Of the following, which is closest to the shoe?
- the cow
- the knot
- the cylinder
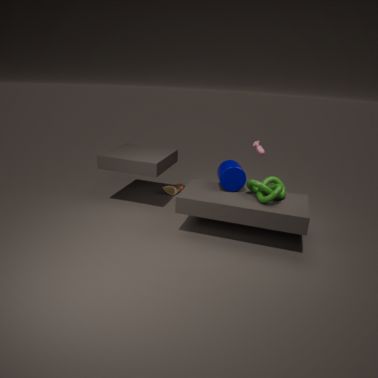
the cylinder
